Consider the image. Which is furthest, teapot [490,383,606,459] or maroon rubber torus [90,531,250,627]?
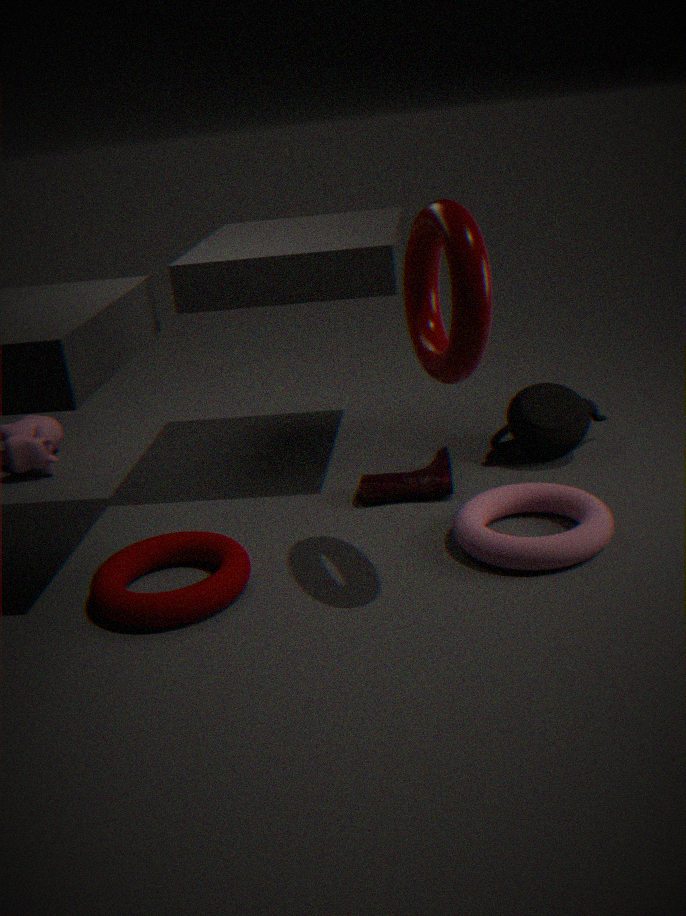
teapot [490,383,606,459]
